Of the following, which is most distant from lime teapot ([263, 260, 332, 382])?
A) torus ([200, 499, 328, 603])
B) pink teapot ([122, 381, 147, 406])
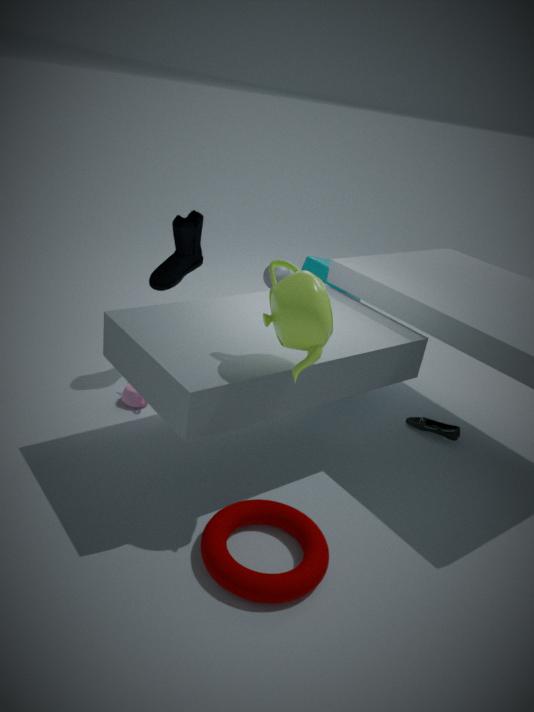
pink teapot ([122, 381, 147, 406])
